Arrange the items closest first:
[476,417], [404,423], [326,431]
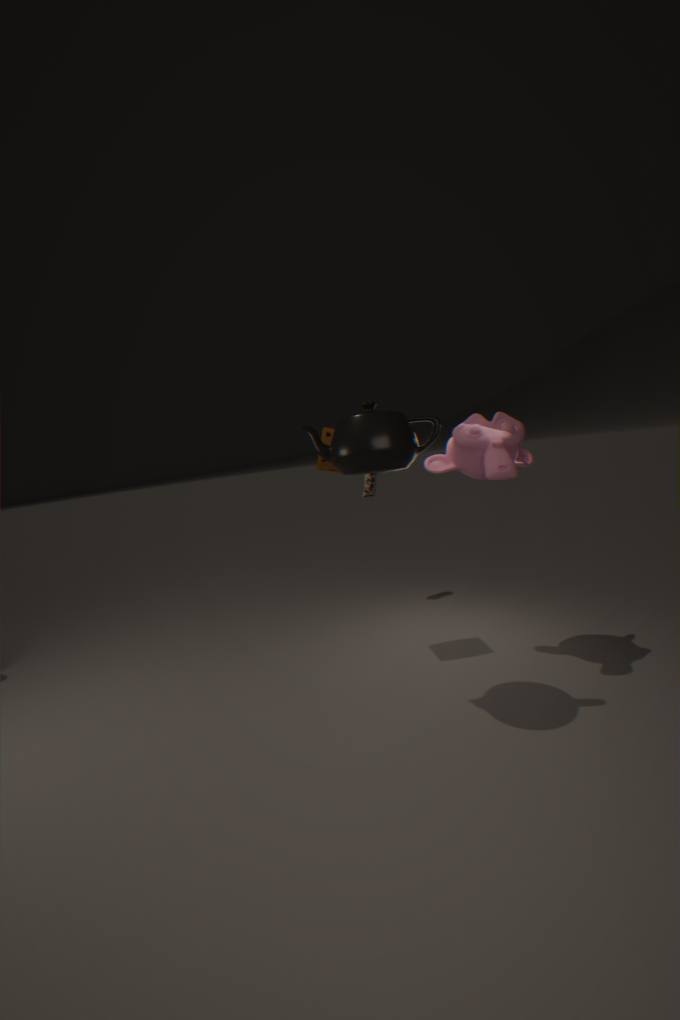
[404,423], [476,417], [326,431]
